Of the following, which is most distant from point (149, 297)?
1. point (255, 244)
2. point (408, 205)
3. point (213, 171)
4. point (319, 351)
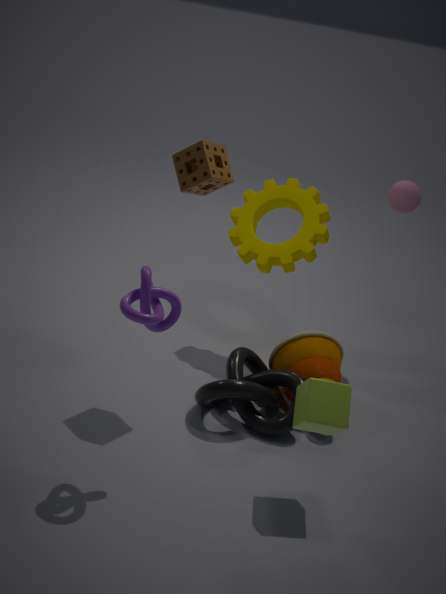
point (408, 205)
